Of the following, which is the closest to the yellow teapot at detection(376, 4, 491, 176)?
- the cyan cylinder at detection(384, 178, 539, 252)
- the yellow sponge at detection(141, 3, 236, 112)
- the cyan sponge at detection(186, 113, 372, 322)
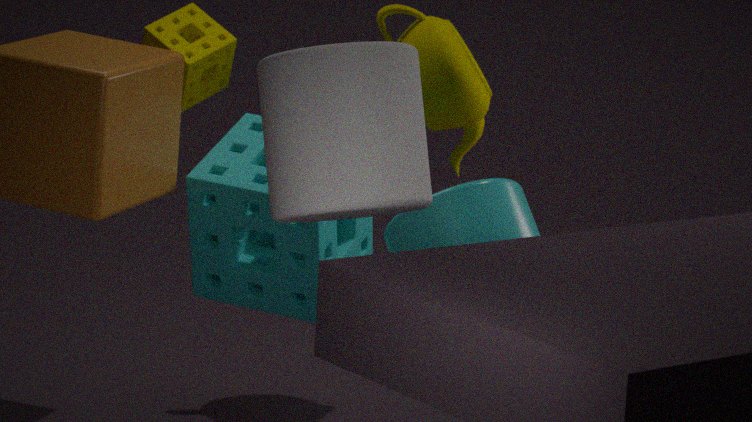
the cyan sponge at detection(186, 113, 372, 322)
